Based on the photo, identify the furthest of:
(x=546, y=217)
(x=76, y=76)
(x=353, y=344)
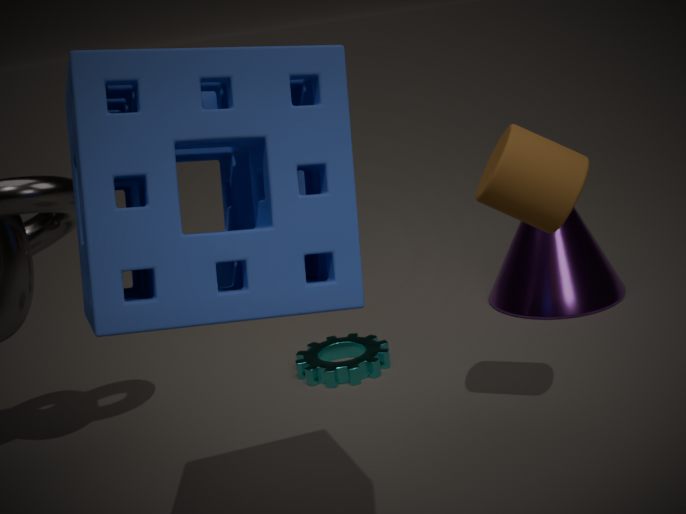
(x=353, y=344)
